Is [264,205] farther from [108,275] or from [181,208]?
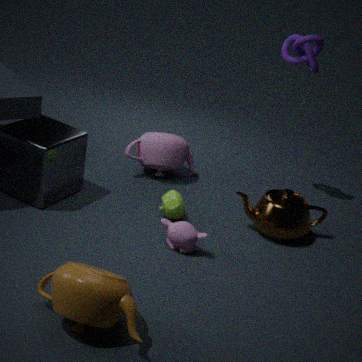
[108,275]
